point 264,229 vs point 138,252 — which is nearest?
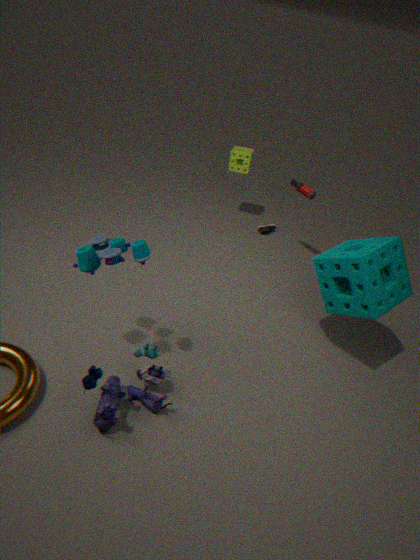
point 138,252
